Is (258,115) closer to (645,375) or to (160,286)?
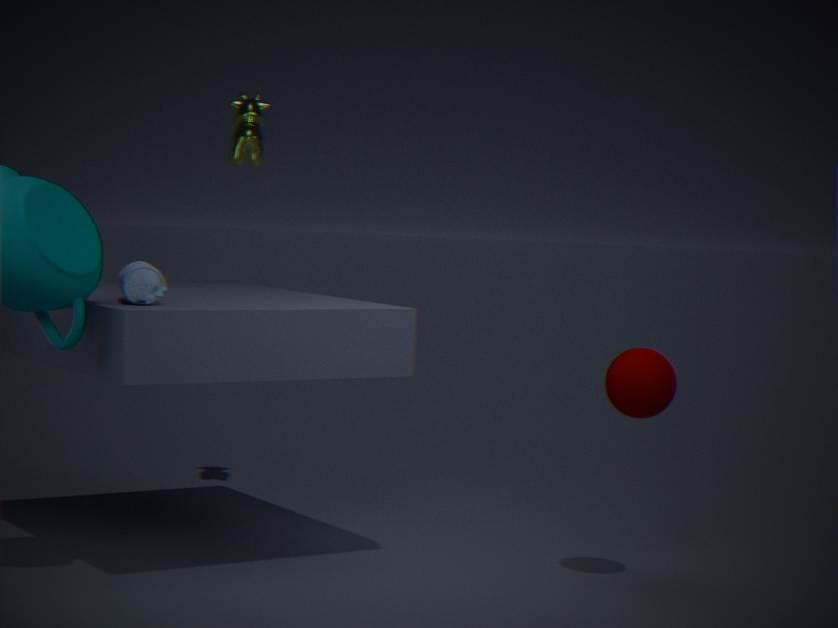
(160,286)
